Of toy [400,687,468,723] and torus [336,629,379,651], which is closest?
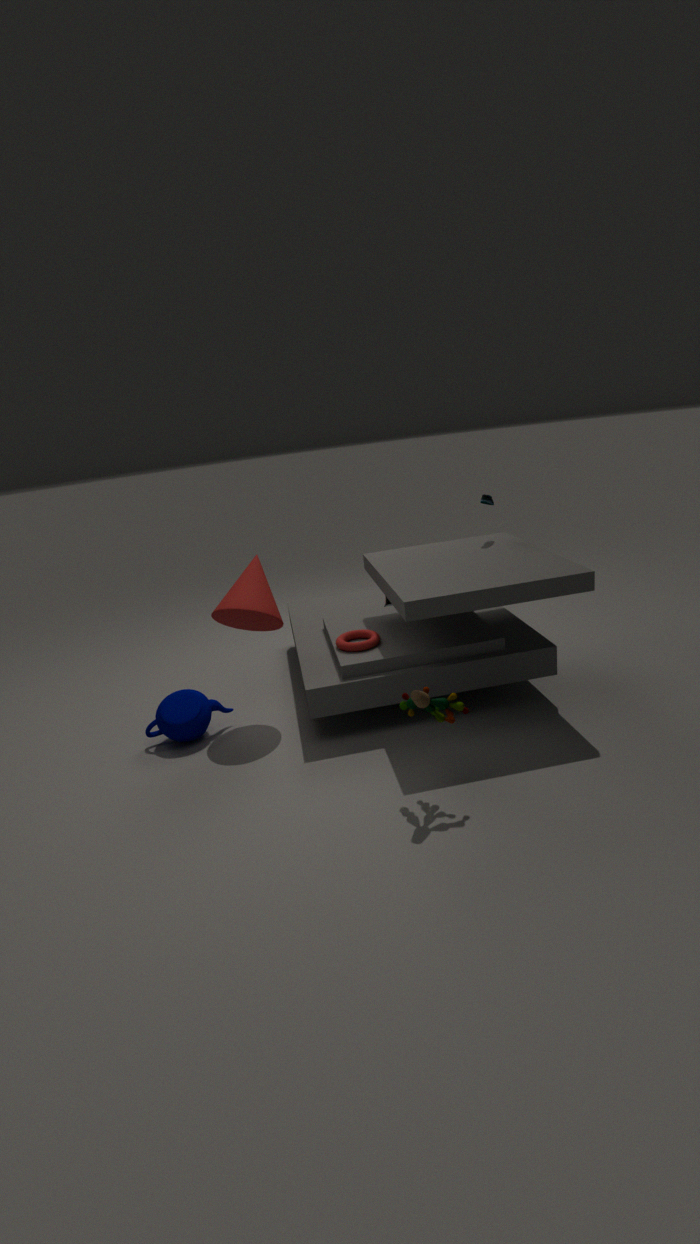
toy [400,687,468,723]
